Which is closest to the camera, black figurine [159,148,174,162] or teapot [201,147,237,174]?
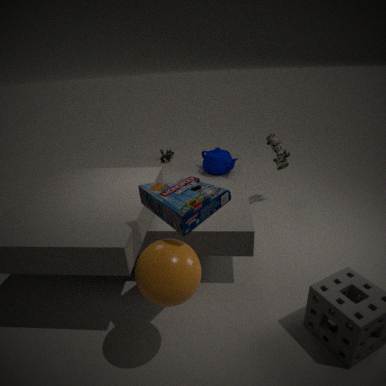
teapot [201,147,237,174]
